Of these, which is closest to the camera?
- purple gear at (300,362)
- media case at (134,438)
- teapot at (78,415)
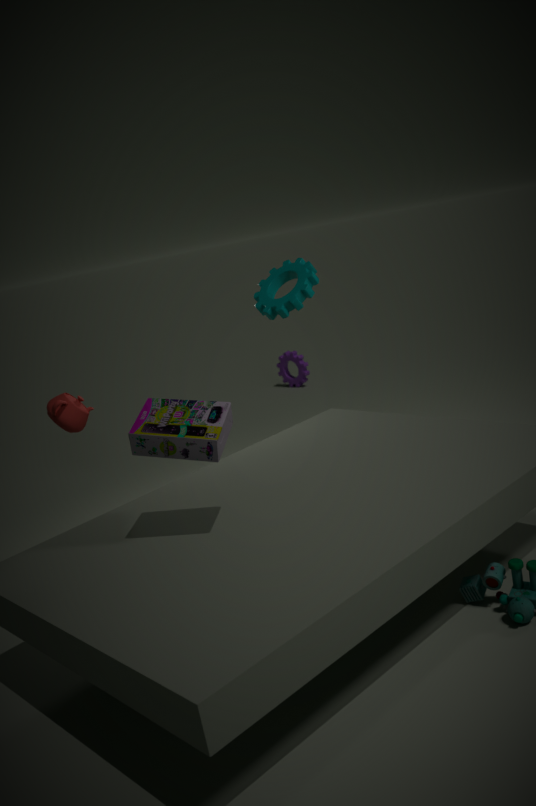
media case at (134,438)
